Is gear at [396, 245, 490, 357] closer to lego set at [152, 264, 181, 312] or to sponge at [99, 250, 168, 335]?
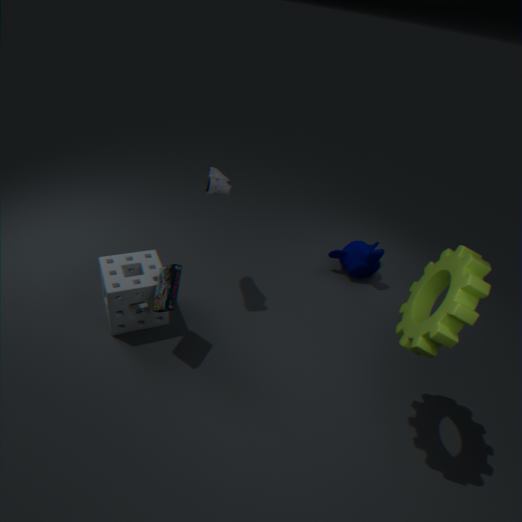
lego set at [152, 264, 181, 312]
